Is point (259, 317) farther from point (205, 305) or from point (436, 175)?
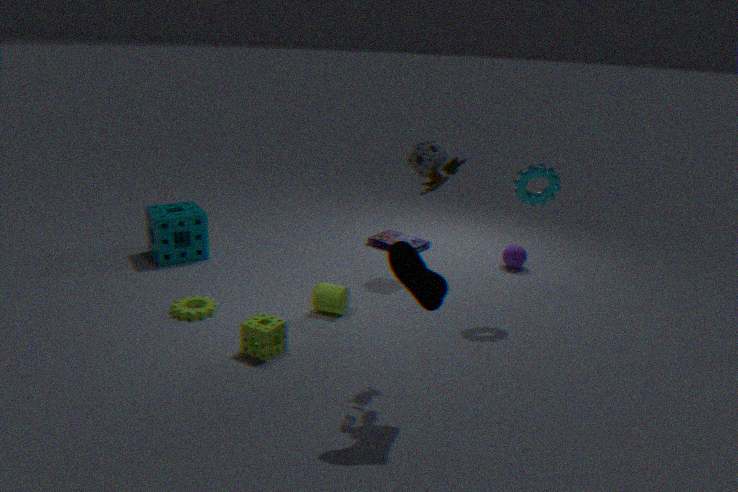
point (436, 175)
